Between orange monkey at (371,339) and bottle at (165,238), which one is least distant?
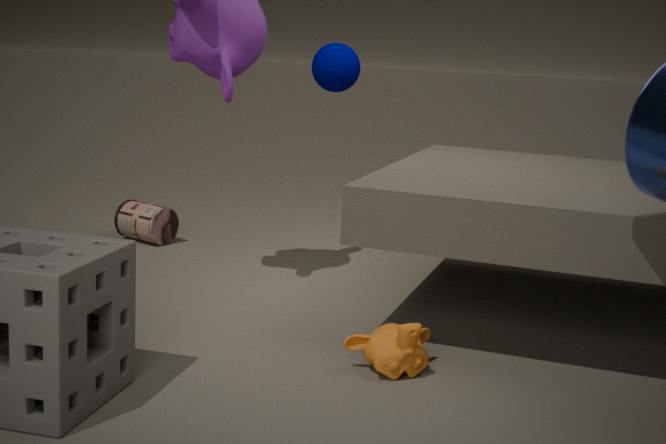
orange monkey at (371,339)
